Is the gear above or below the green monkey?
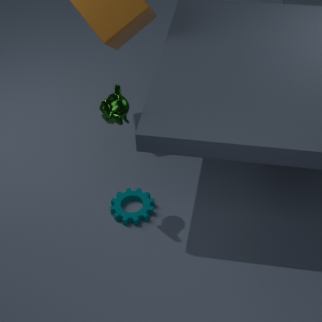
below
